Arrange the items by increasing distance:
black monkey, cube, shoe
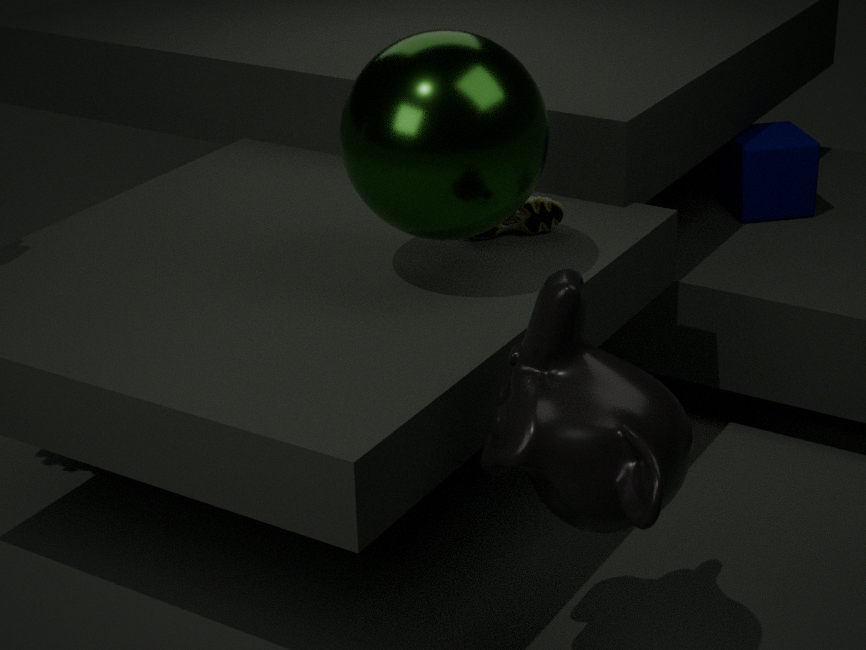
black monkey → shoe → cube
